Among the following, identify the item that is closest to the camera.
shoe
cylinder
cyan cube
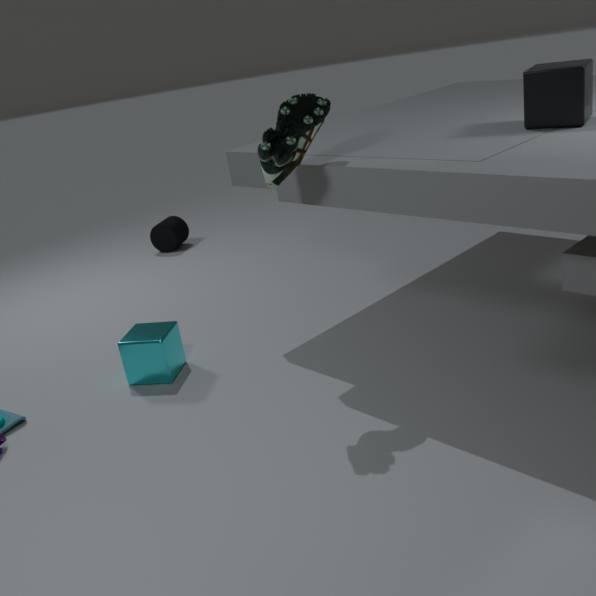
shoe
